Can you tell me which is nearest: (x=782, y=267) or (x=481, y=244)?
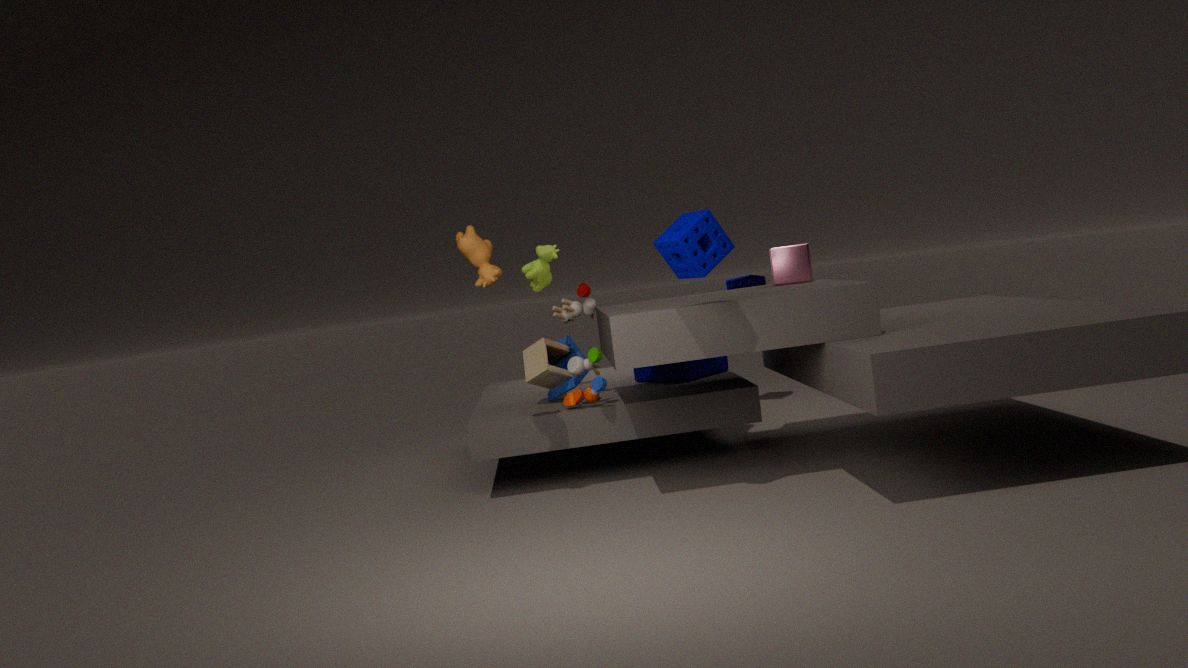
(x=481, y=244)
